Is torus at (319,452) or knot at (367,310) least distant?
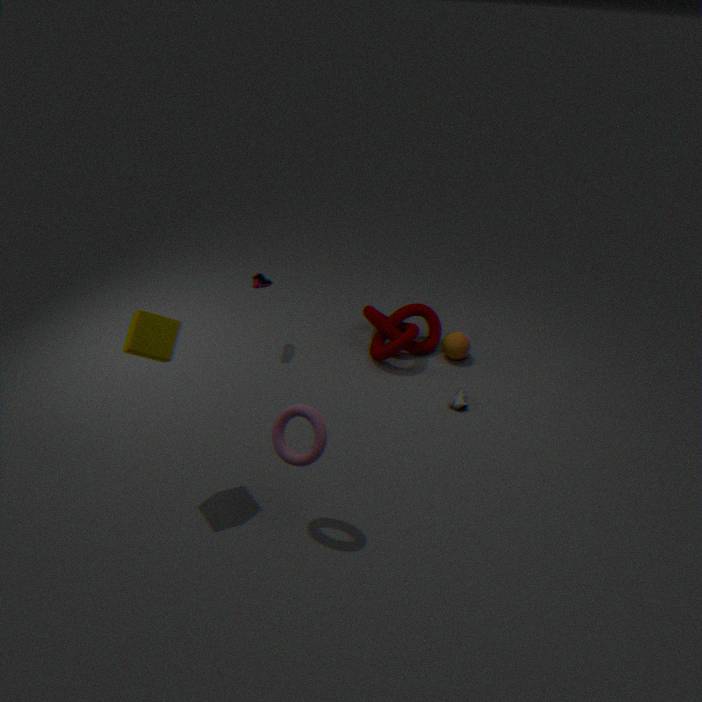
torus at (319,452)
